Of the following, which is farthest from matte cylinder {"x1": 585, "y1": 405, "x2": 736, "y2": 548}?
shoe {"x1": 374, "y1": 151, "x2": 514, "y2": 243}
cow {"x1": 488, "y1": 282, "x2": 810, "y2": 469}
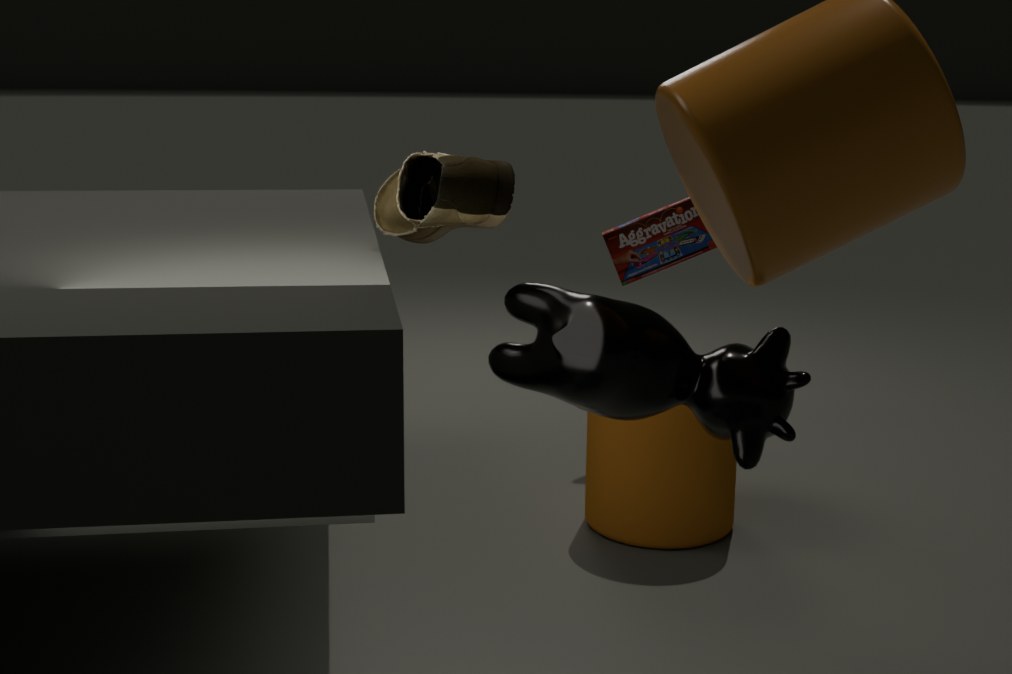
shoe {"x1": 374, "y1": 151, "x2": 514, "y2": 243}
